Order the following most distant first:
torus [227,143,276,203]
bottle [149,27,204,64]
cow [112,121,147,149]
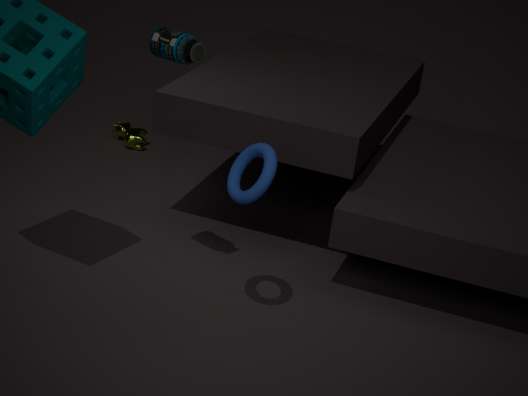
cow [112,121,147,149] < bottle [149,27,204,64] < torus [227,143,276,203]
